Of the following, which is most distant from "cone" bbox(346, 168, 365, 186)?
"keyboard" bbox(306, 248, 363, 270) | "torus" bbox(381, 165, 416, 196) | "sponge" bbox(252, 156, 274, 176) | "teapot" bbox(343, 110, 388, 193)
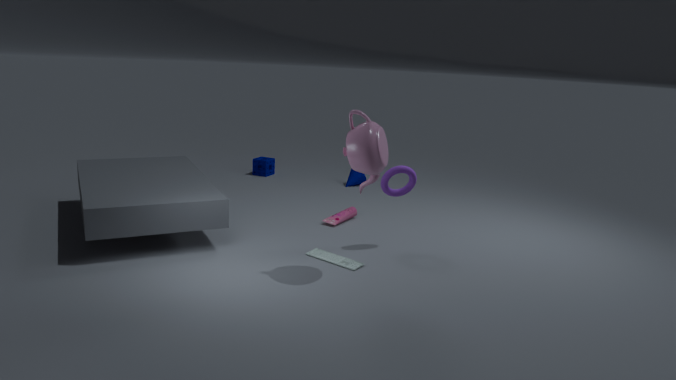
"teapot" bbox(343, 110, 388, 193)
